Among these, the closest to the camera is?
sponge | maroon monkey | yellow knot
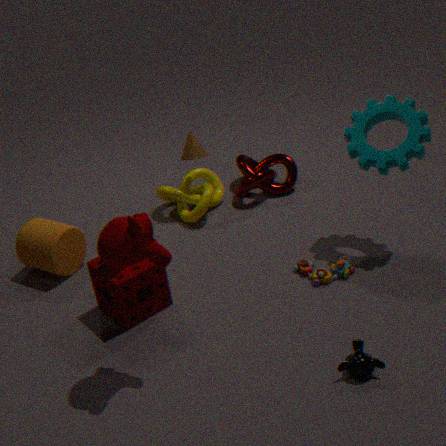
maroon monkey
